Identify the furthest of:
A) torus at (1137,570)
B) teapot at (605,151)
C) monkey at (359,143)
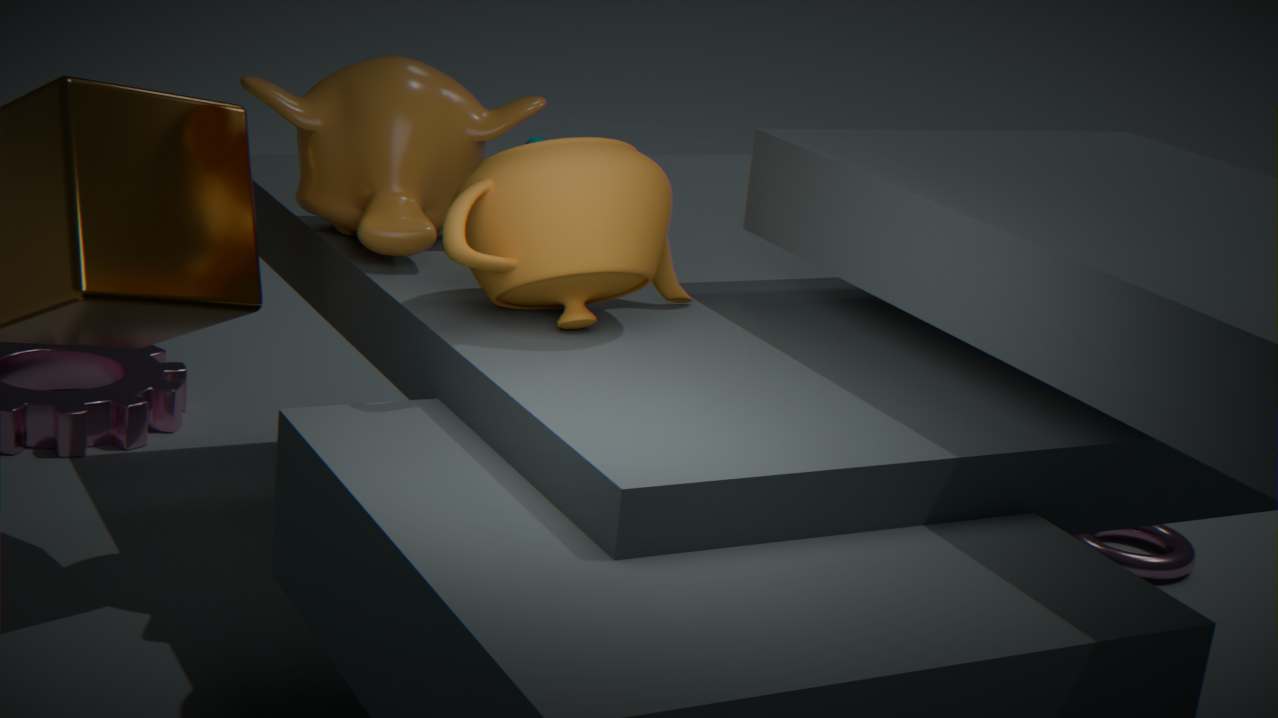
torus at (1137,570)
